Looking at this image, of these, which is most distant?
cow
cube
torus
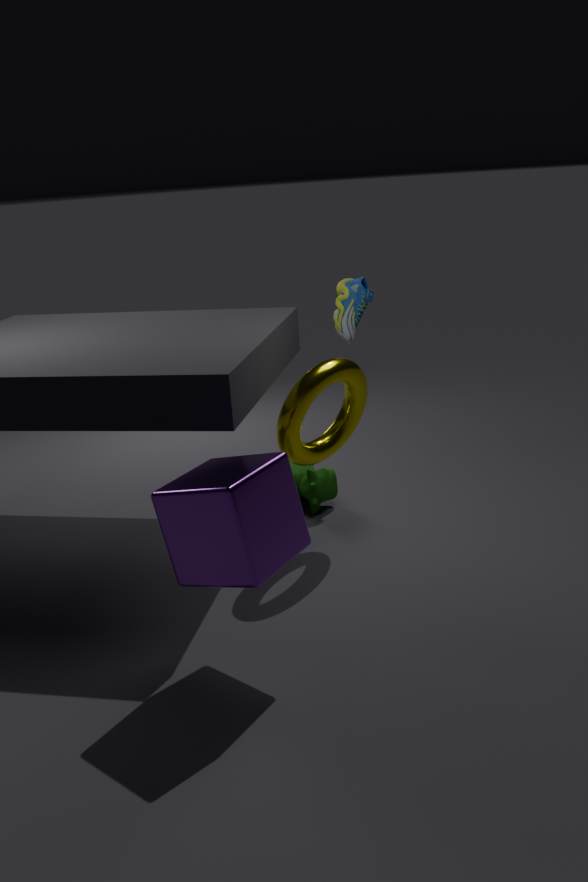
cow
